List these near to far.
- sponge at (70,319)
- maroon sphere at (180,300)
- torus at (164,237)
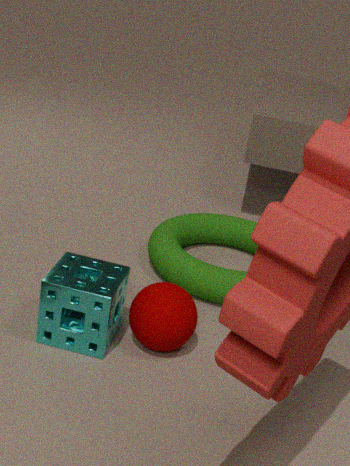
sponge at (70,319)
maroon sphere at (180,300)
torus at (164,237)
